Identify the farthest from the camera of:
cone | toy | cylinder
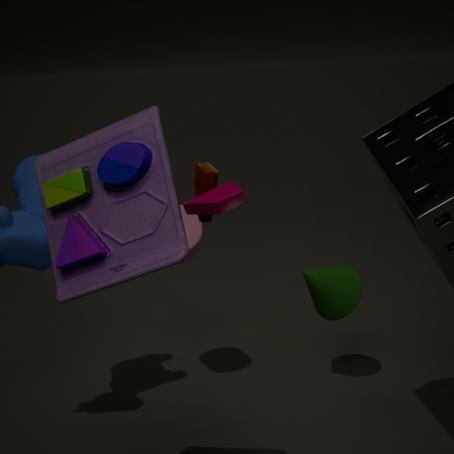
cone
